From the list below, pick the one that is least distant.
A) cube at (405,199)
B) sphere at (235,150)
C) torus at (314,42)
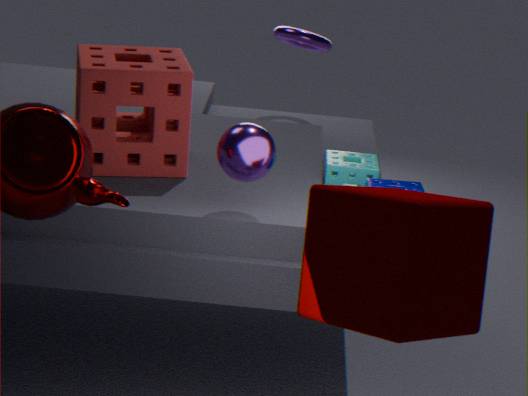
cube at (405,199)
